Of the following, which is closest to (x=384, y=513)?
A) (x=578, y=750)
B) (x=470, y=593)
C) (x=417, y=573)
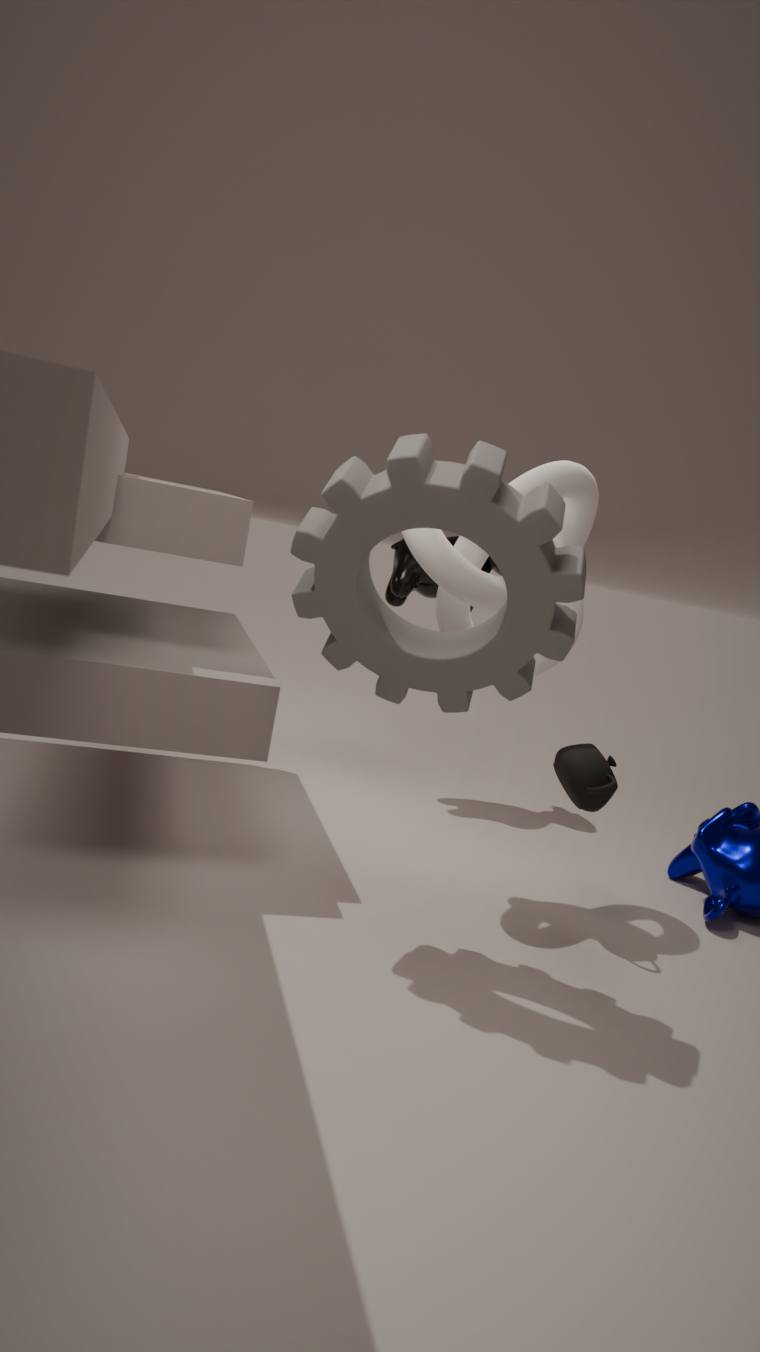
(x=470, y=593)
